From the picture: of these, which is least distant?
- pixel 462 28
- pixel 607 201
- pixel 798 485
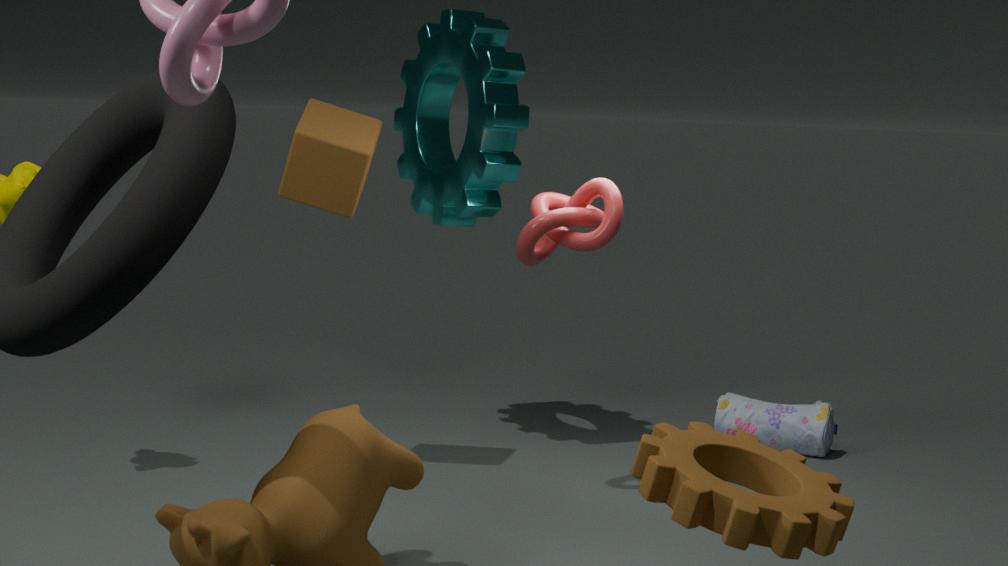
pixel 798 485
